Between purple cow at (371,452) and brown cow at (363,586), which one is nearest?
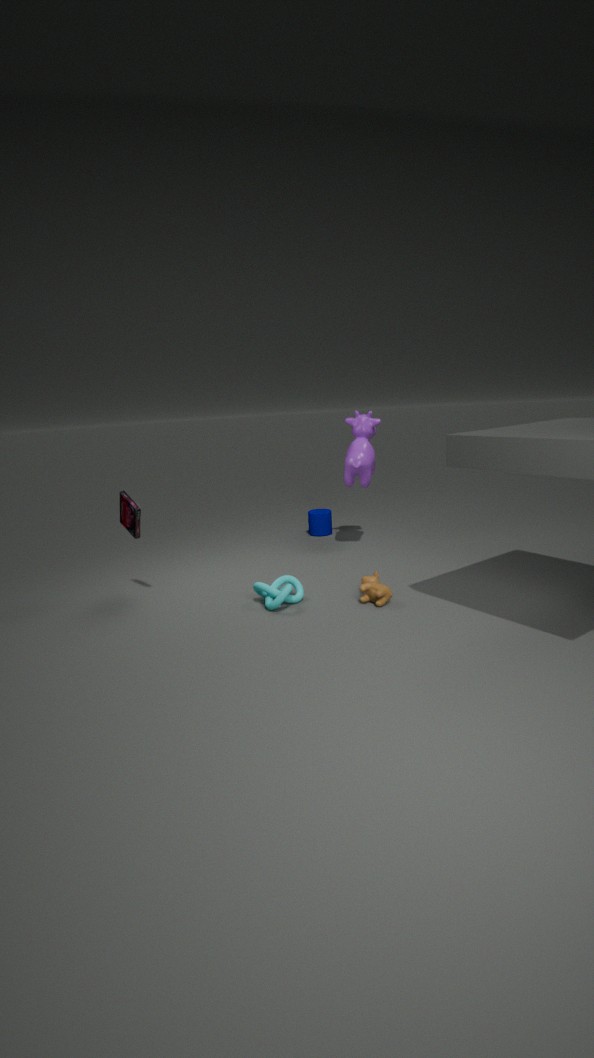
brown cow at (363,586)
